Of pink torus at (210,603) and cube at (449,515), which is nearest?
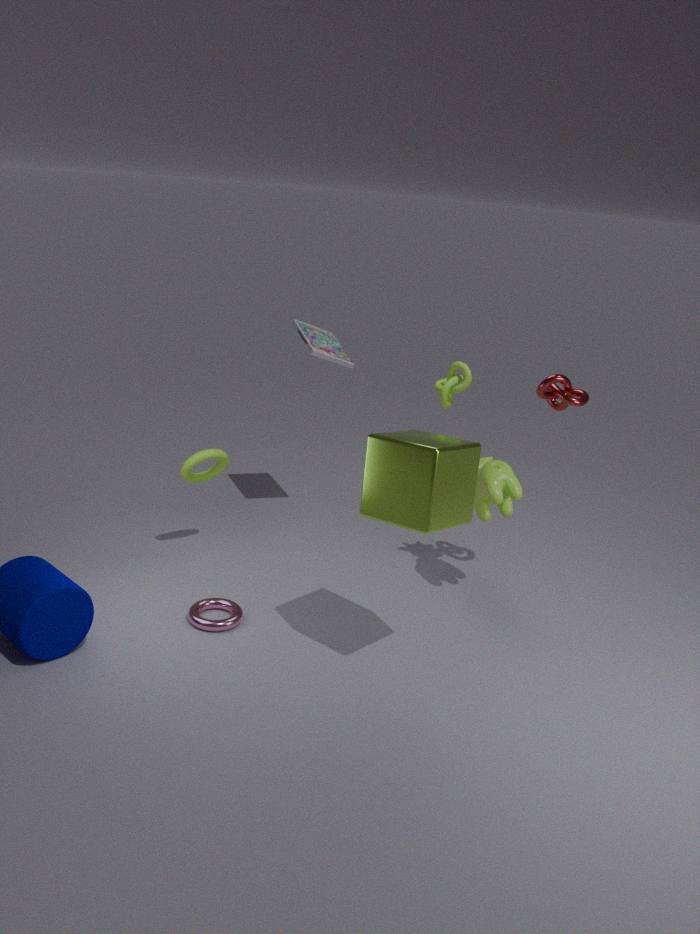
cube at (449,515)
